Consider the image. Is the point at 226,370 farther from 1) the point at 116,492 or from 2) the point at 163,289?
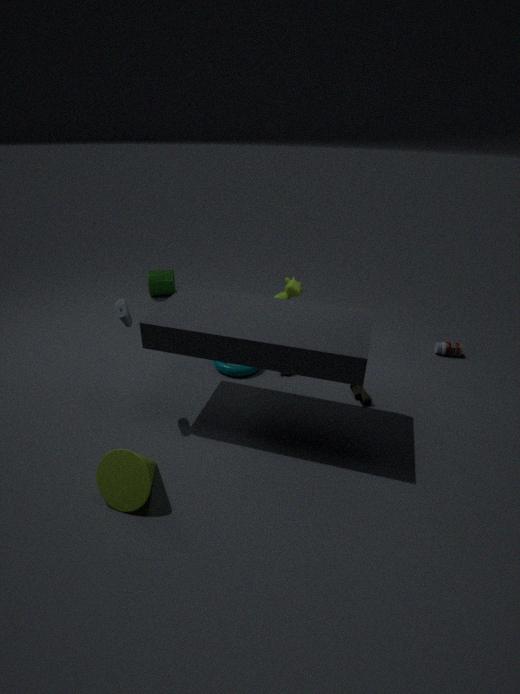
2) the point at 163,289
